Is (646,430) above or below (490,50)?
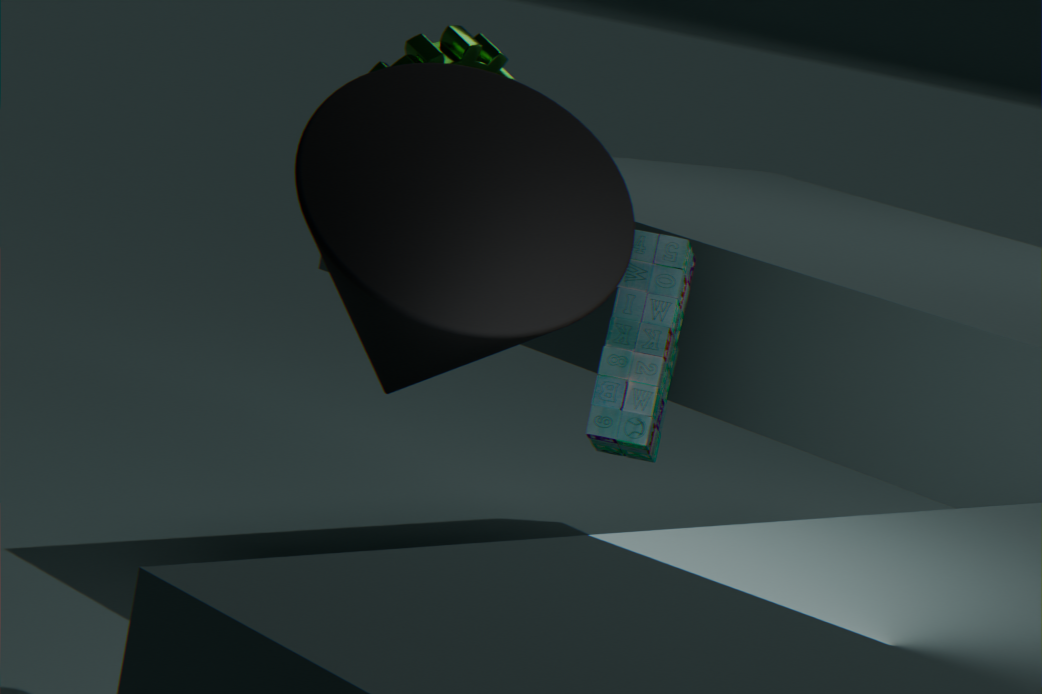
below
